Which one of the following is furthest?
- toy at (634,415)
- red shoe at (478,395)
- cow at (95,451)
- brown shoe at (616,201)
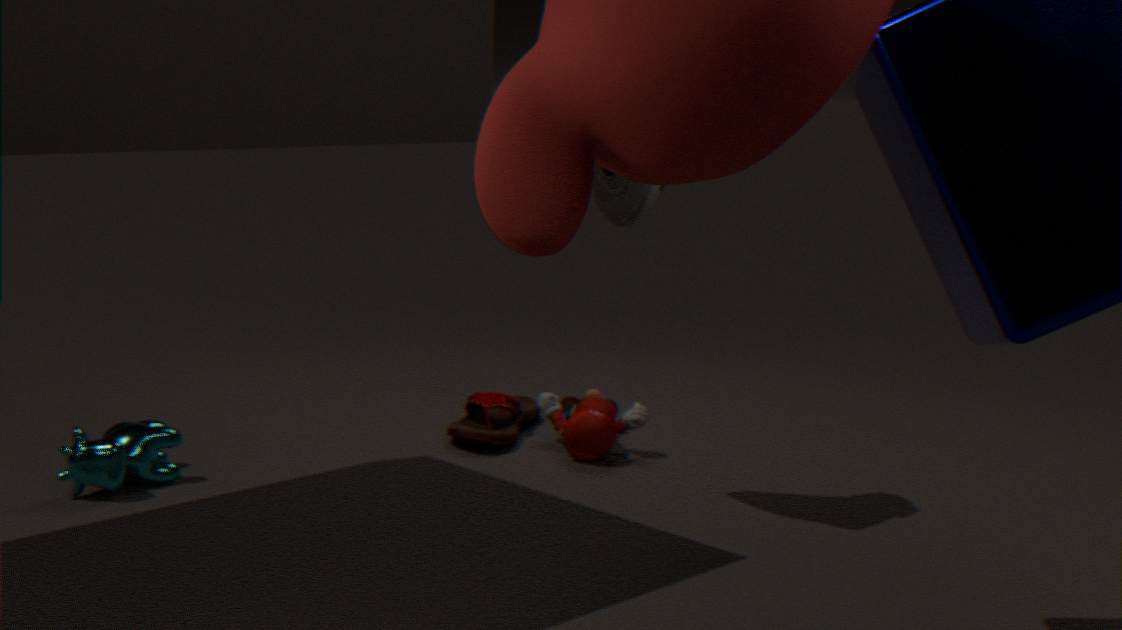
red shoe at (478,395)
